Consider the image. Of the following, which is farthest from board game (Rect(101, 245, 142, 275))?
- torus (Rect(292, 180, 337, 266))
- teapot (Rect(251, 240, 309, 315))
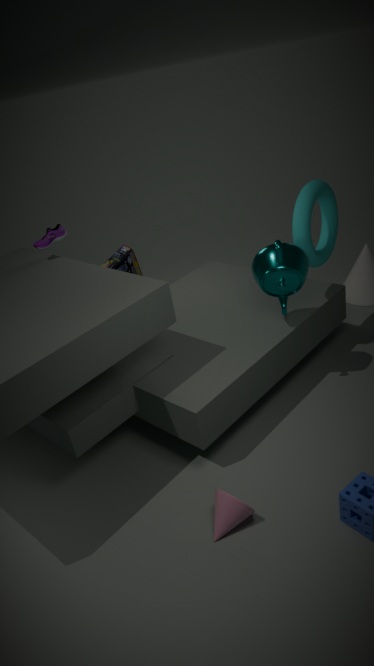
torus (Rect(292, 180, 337, 266))
